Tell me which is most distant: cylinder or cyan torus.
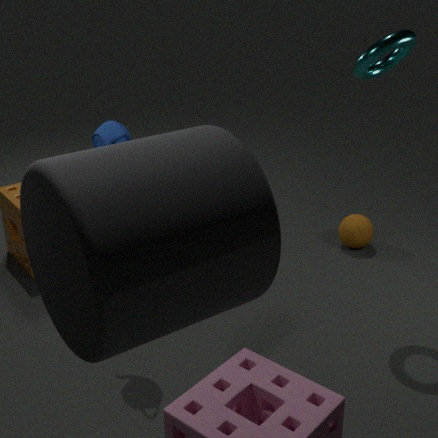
cyan torus
